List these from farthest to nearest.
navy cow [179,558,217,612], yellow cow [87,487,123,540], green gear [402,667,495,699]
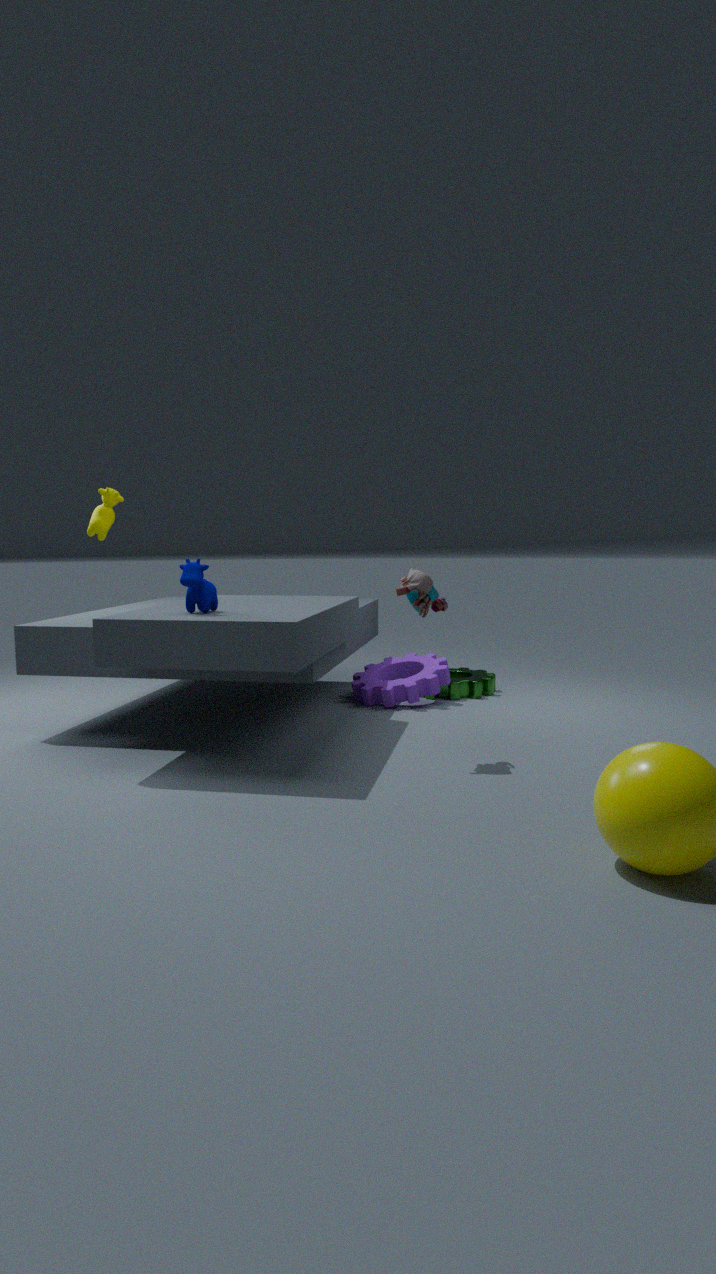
green gear [402,667,495,699] → yellow cow [87,487,123,540] → navy cow [179,558,217,612]
